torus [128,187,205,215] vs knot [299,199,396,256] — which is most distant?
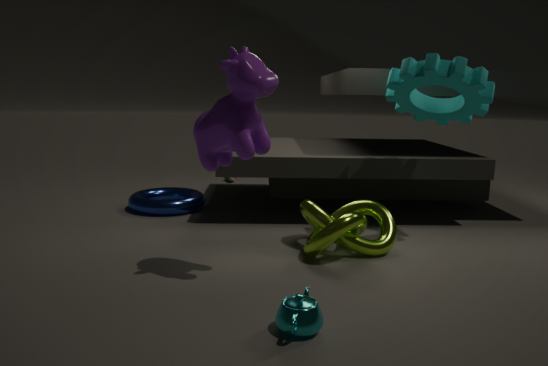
torus [128,187,205,215]
